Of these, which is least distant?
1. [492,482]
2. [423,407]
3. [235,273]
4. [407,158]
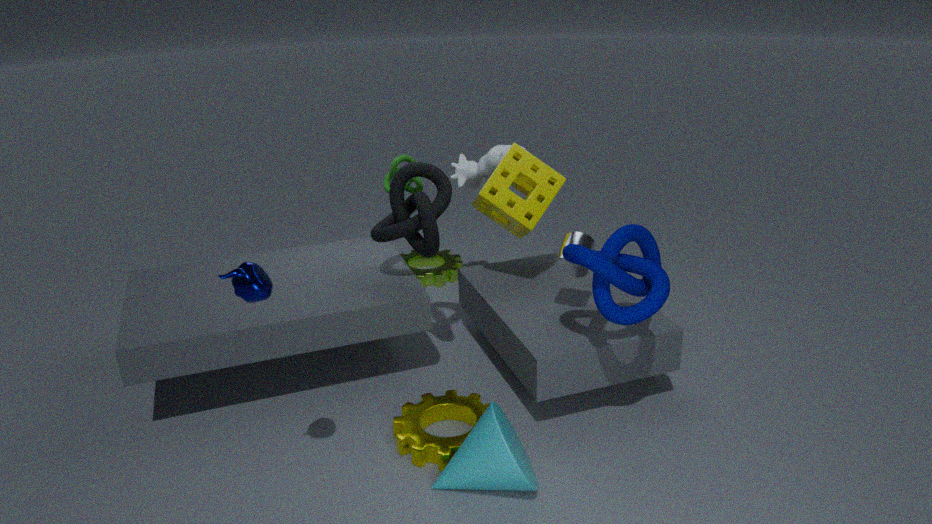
[235,273]
